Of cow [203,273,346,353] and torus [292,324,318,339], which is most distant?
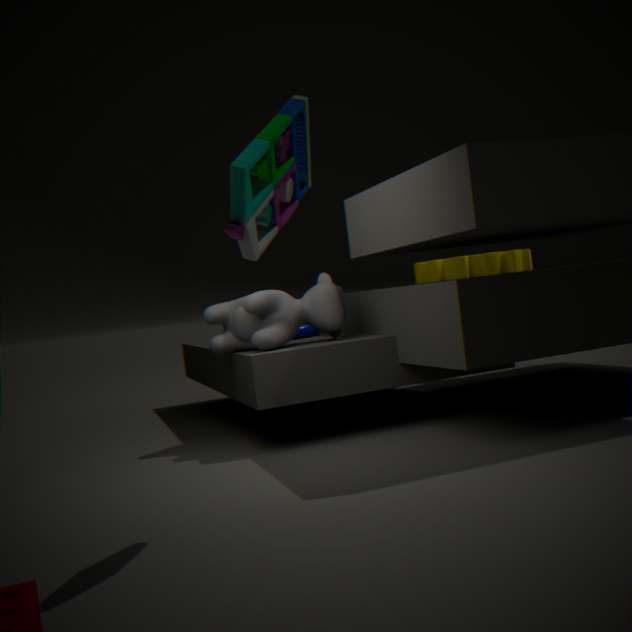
torus [292,324,318,339]
